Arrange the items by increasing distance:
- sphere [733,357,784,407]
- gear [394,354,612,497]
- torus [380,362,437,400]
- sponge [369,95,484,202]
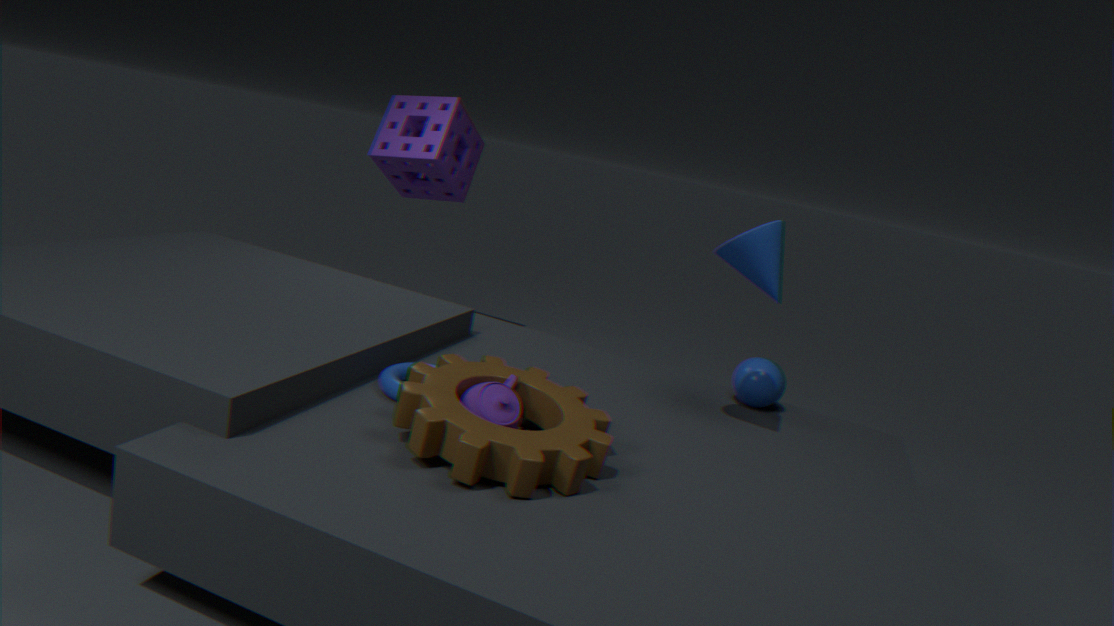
gear [394,354,612,497]
torus [380,362,437,400]
sphere [733,357,784,407]
sponge [369,95,484,202]
